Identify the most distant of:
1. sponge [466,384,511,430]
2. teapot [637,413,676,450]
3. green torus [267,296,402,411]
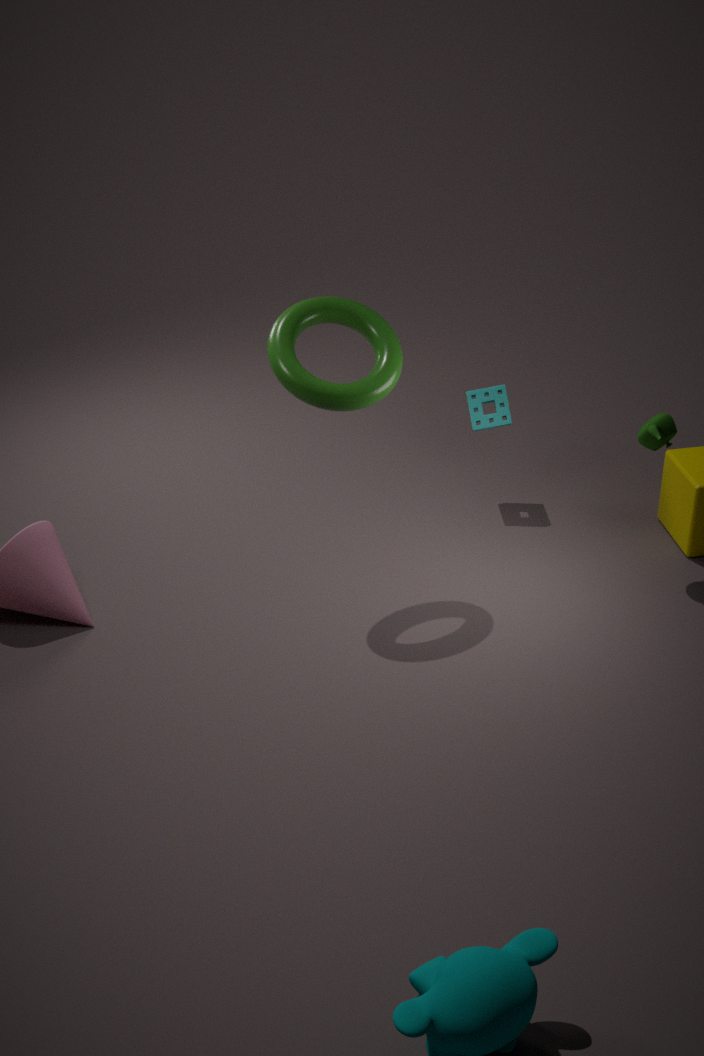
sponge [466,384,511,430]
